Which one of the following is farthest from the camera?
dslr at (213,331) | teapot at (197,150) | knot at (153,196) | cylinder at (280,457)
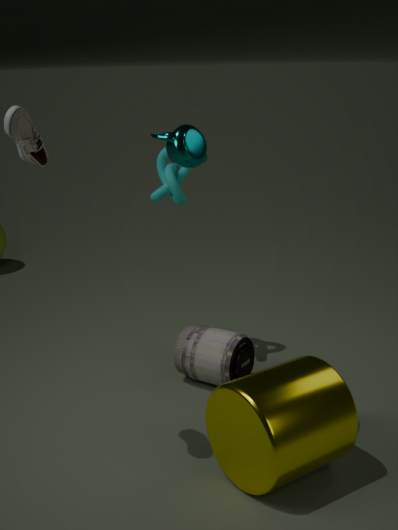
knot at (153,196)
